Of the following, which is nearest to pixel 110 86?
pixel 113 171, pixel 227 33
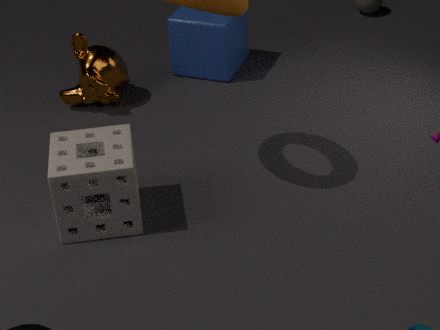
pixel 227 33
